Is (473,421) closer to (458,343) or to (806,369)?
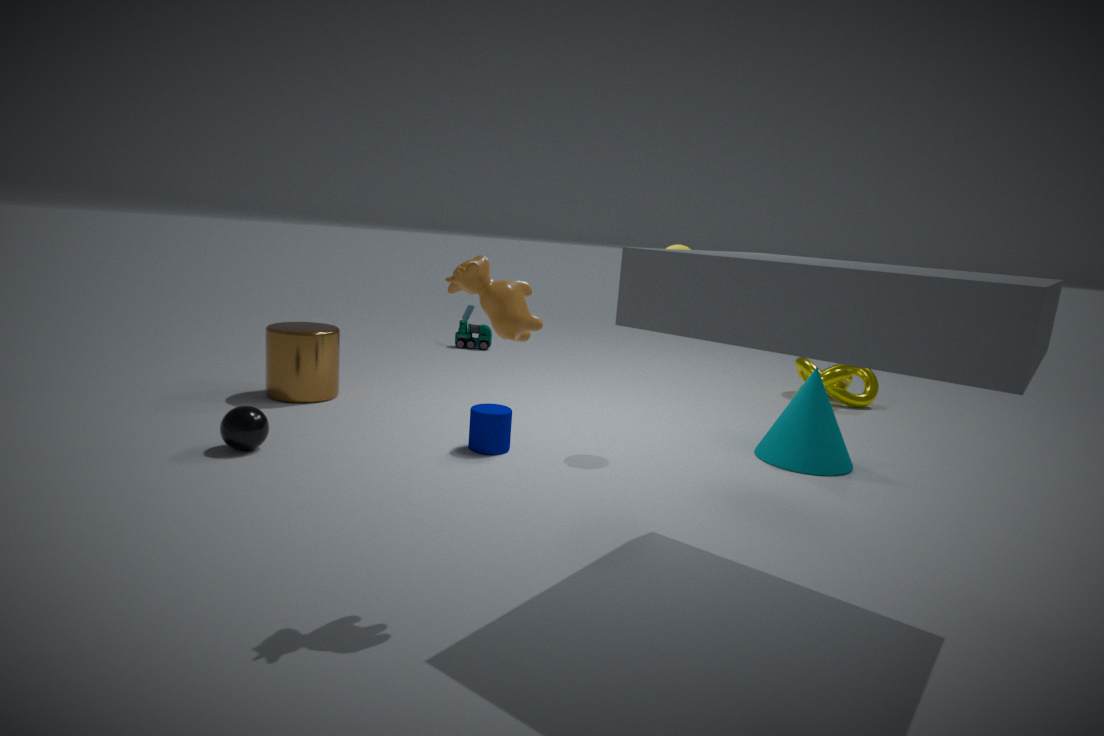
(458,343)
